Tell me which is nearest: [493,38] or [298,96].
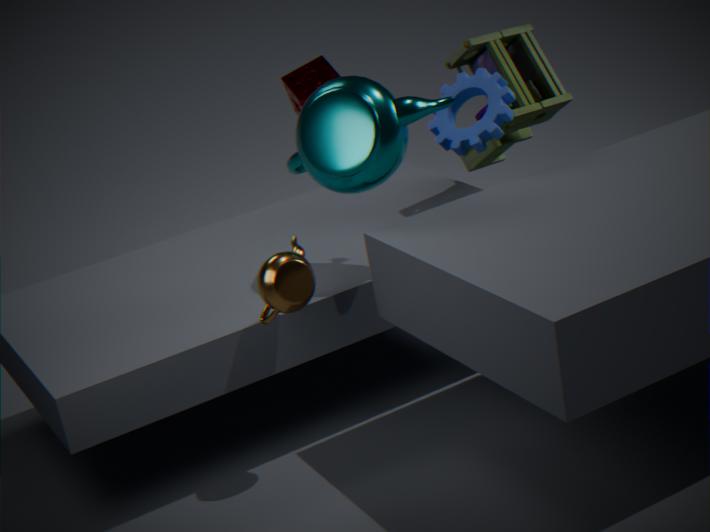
[493,38]
